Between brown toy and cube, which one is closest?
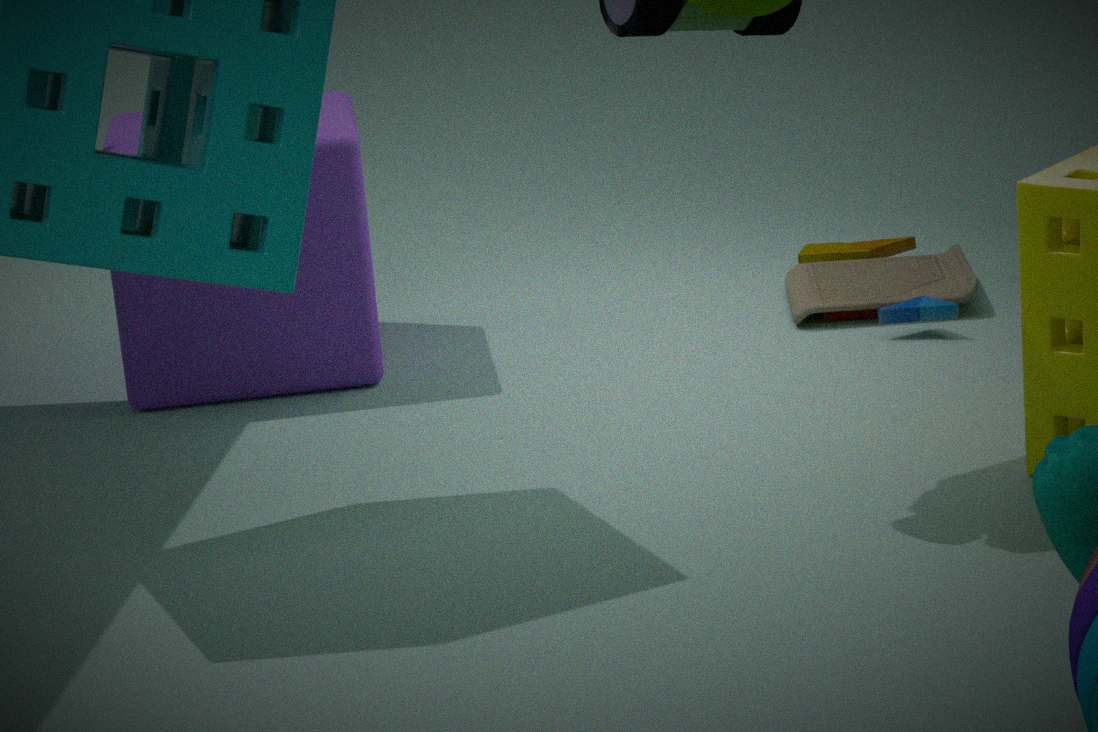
cube
